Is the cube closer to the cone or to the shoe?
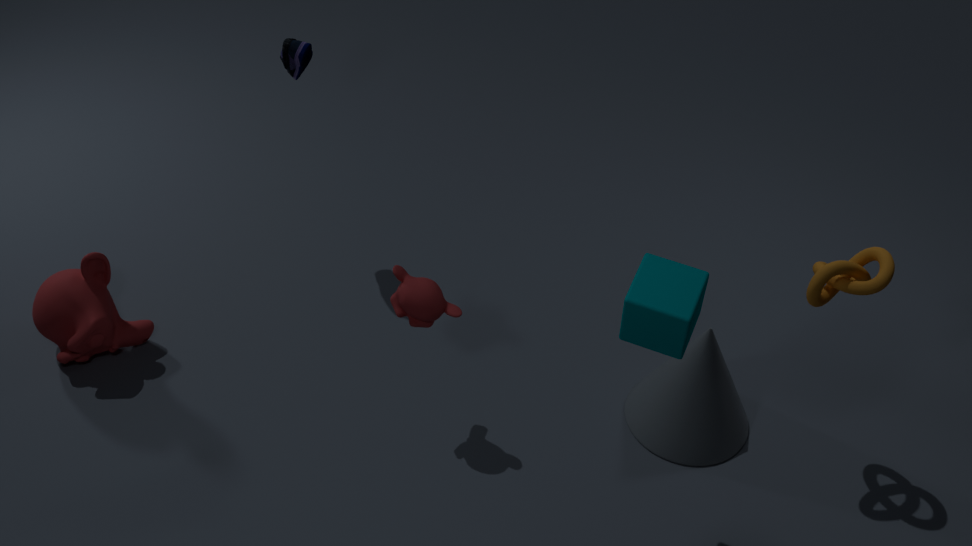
the cone
